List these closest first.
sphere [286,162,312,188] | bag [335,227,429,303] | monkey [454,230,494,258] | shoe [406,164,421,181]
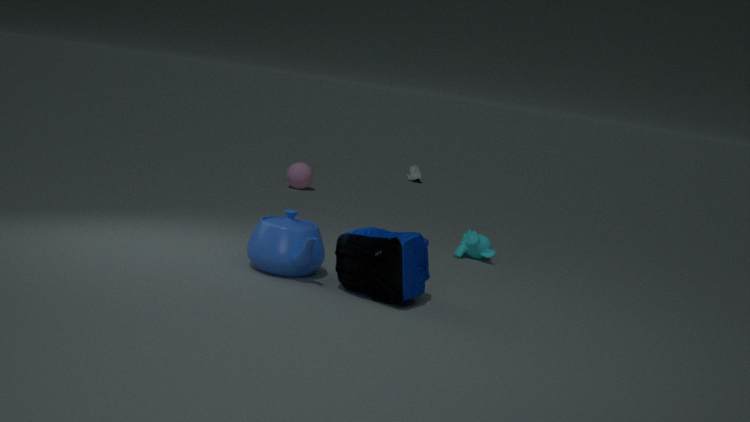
bag [335,227,429,303] → monkey [454,230,494,258] → sphere [286,162,312,188] → shoe [406,164,421,181]
